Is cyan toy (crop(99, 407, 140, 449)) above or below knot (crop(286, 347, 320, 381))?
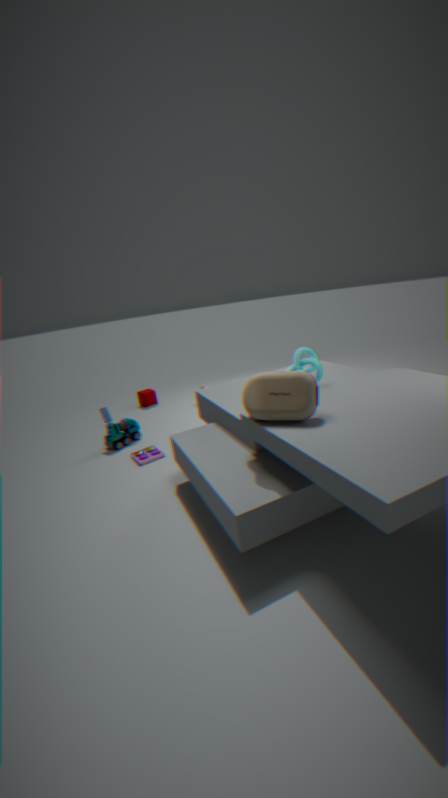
below
